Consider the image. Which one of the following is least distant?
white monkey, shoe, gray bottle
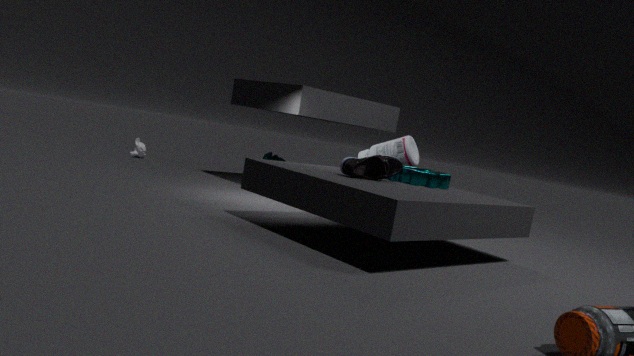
shoe
